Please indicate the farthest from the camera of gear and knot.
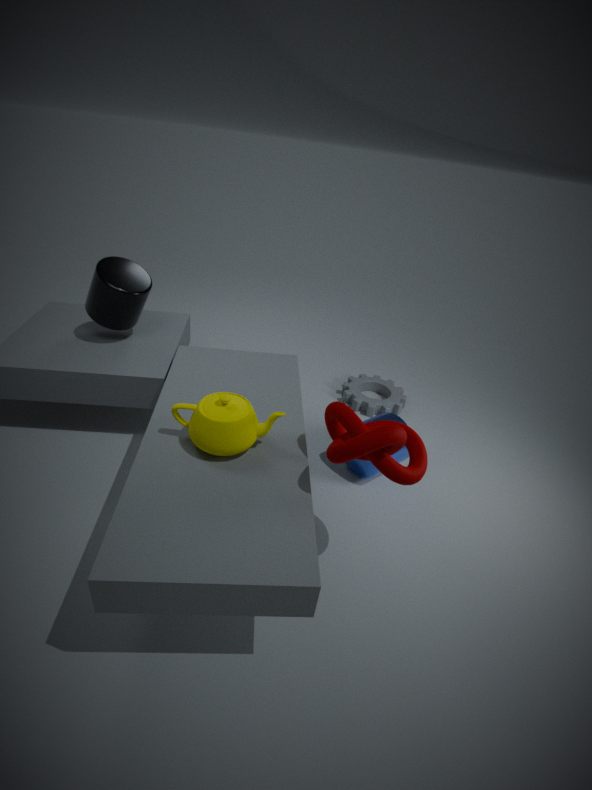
gear
